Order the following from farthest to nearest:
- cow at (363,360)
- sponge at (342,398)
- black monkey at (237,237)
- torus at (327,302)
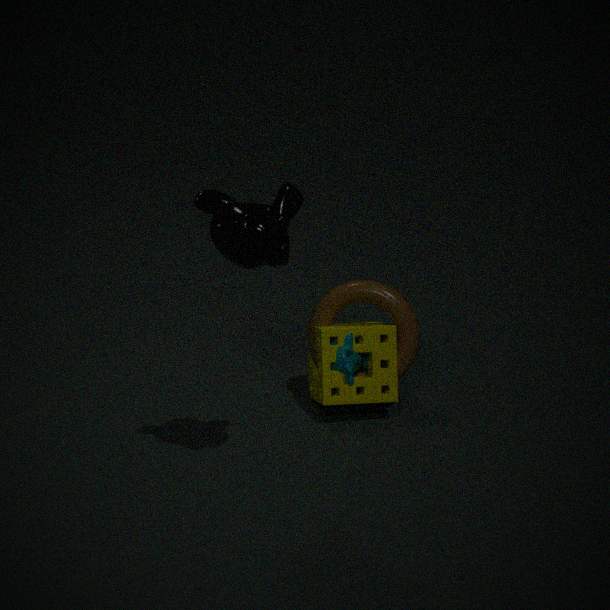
torus at (327,302) < sponge at (342,398) < cow at (363,360) < black monkey at (237,237)
